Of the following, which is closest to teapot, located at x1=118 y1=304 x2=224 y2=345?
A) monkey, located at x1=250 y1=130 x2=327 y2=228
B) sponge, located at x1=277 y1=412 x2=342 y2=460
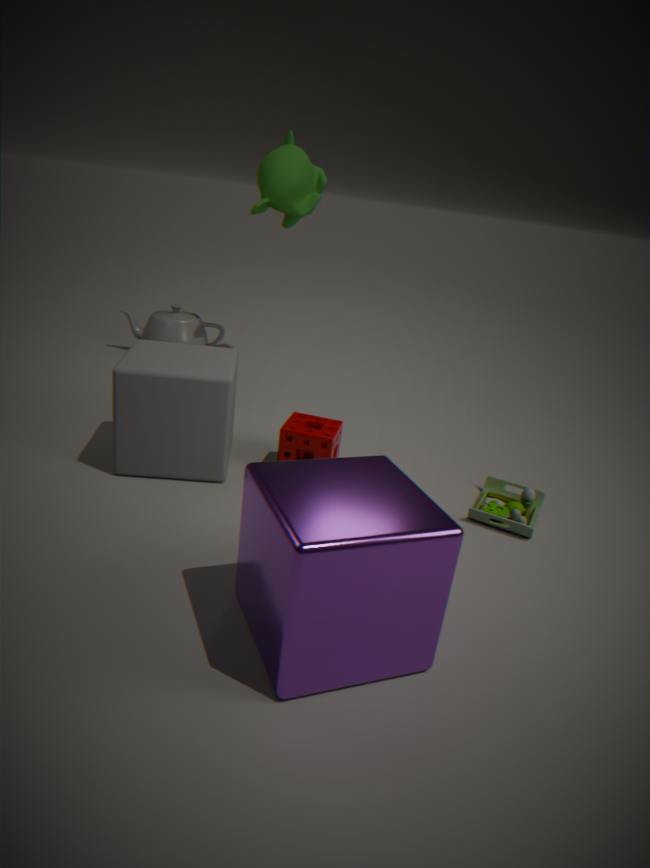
monkey, located at x1=250 y1=130 x2=327 y2=228
